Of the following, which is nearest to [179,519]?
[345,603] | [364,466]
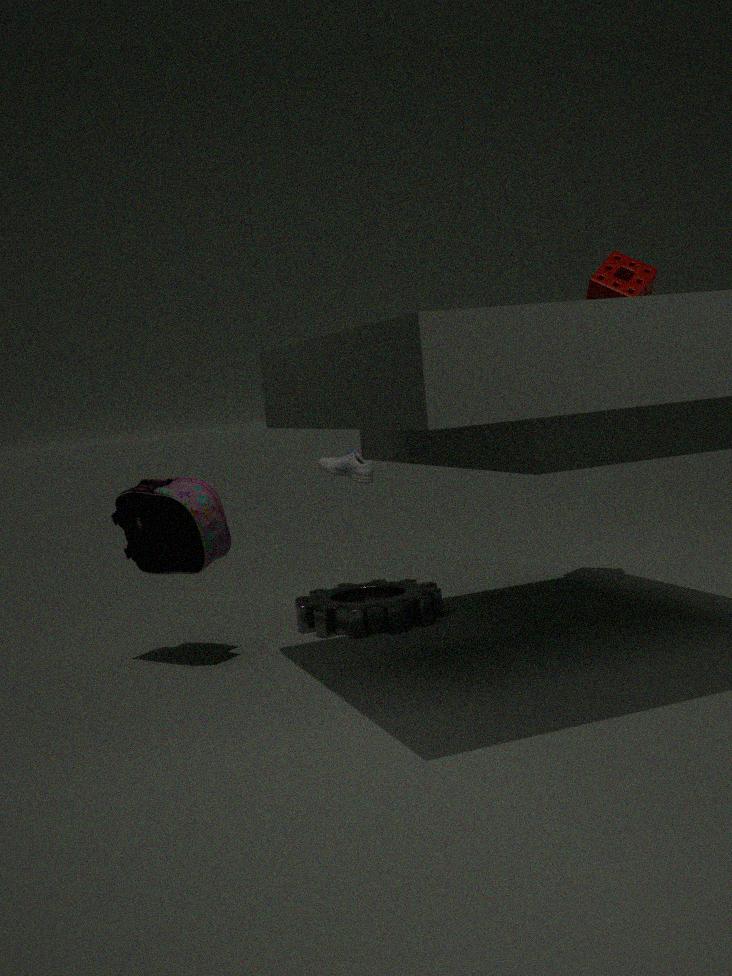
[364,466]
